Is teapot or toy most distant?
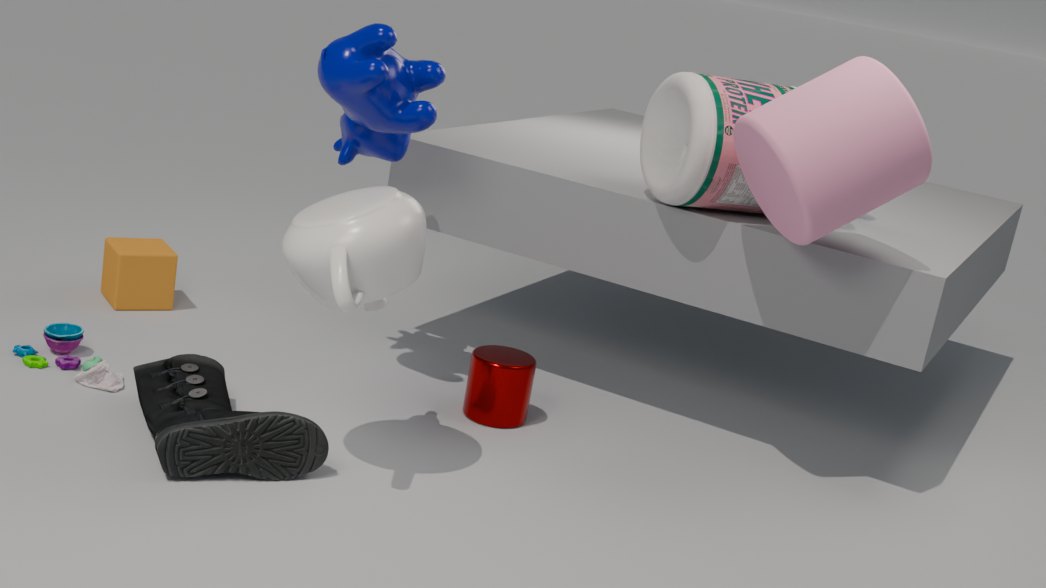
toy
